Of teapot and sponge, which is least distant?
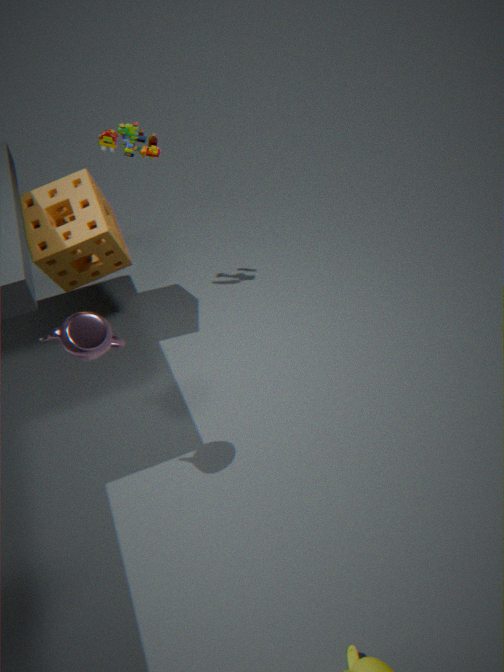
teapot
